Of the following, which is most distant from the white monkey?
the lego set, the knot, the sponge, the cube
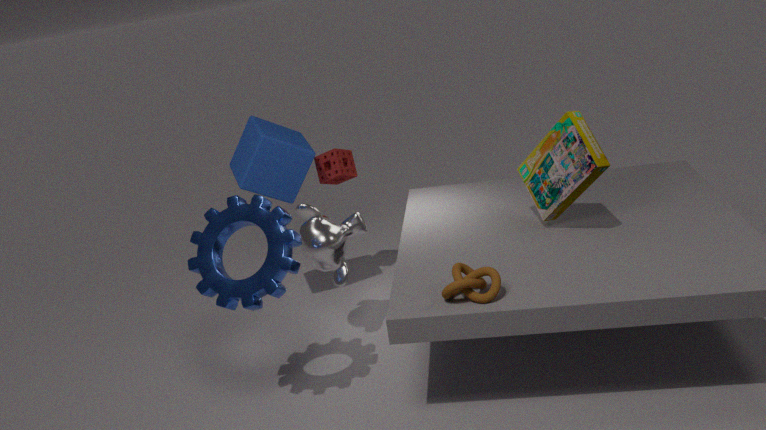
the lego set
